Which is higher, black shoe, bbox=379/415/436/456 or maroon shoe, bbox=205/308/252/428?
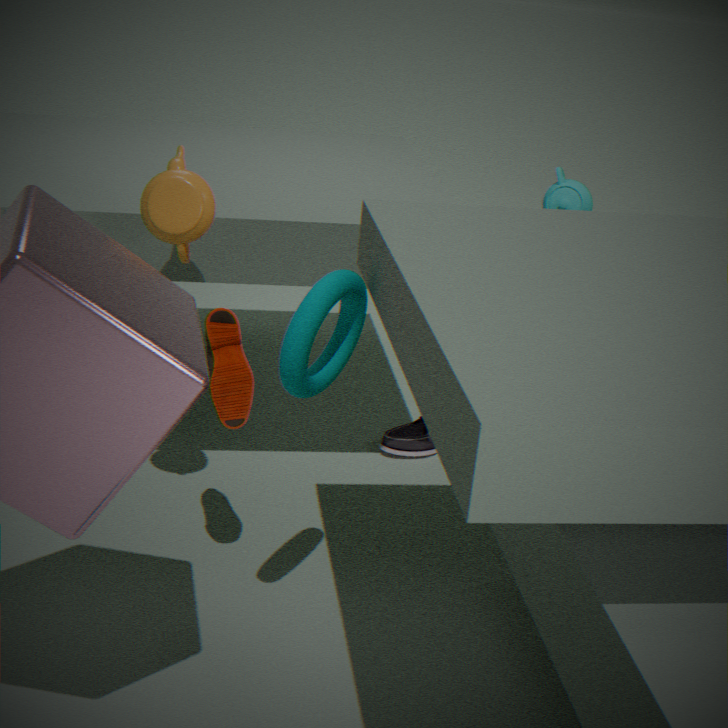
maroon shoe, bbox=205/308/252/428
